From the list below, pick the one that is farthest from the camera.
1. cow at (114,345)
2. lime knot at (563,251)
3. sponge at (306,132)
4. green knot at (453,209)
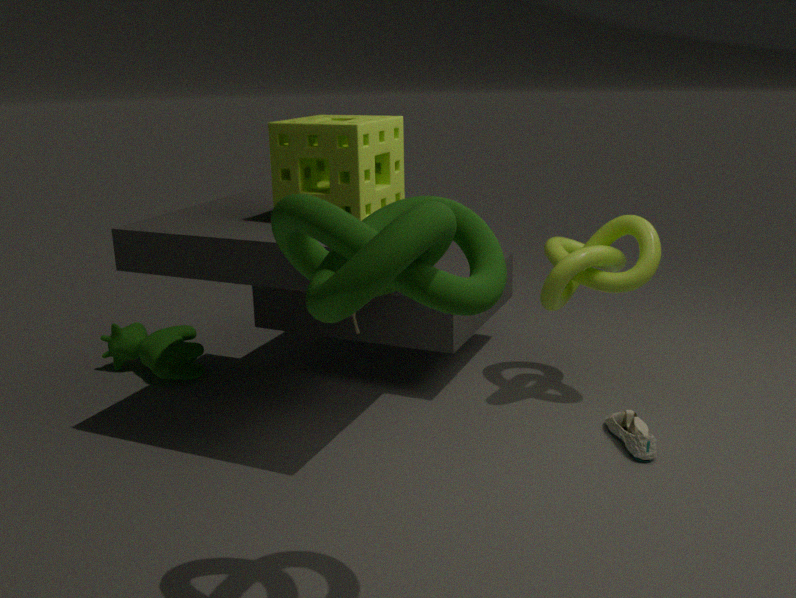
A: cow at (114,345)
